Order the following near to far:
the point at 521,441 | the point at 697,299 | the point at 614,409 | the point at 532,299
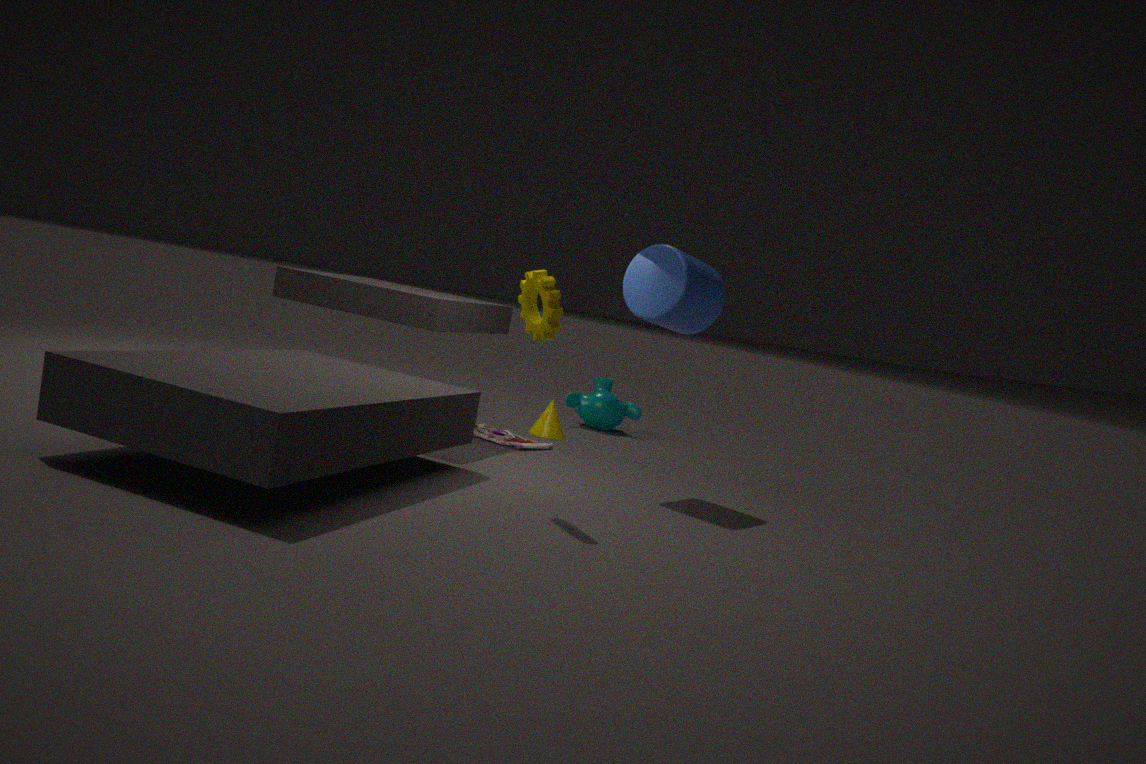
the point at 532,299
the point at 697,299
the point at 521,441
the point at 614,409
